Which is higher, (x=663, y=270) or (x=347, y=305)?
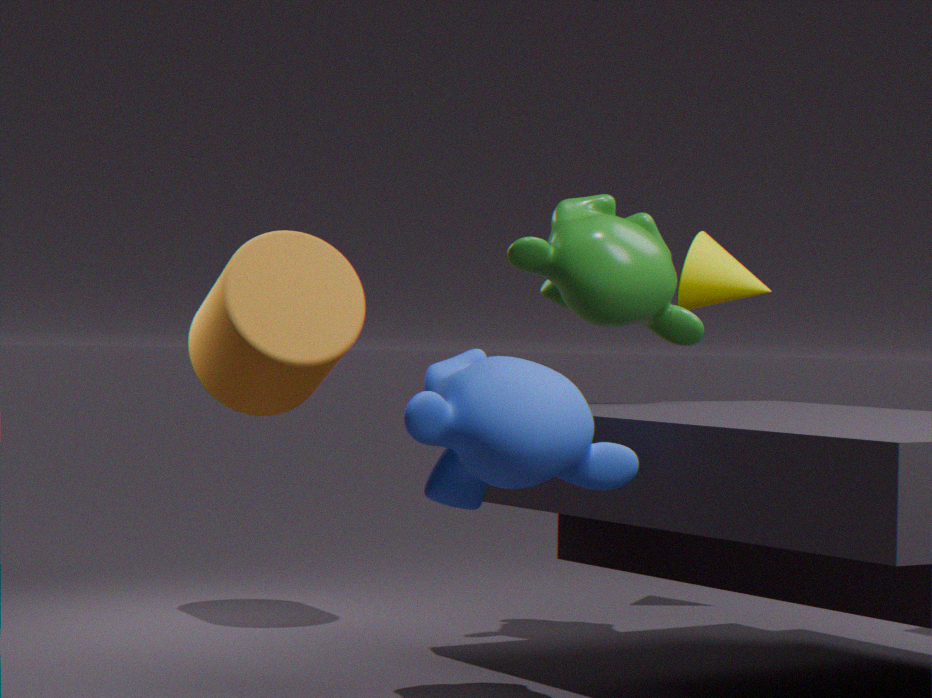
(x=663, y=270)
